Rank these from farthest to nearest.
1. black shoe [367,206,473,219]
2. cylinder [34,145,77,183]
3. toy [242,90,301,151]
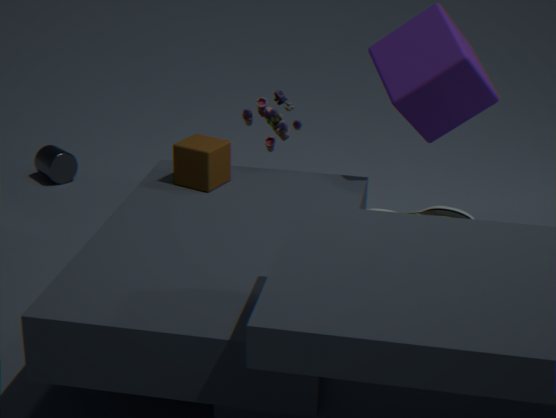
cylinder [34,145,77,183]
toy [242,90,301,151]
black shoe [367,206,473,219]
